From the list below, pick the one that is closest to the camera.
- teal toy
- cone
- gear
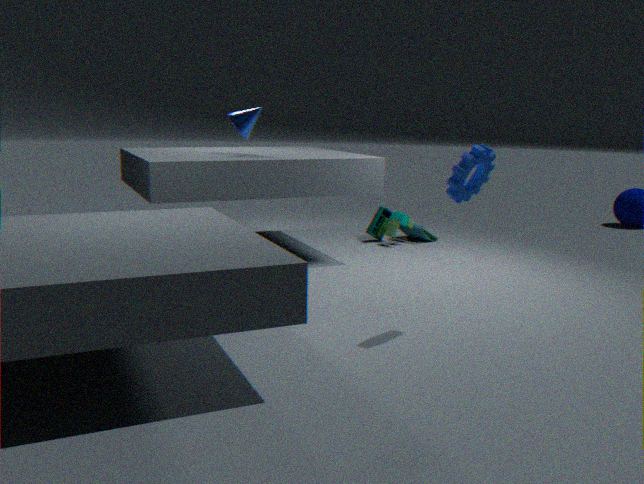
gear
